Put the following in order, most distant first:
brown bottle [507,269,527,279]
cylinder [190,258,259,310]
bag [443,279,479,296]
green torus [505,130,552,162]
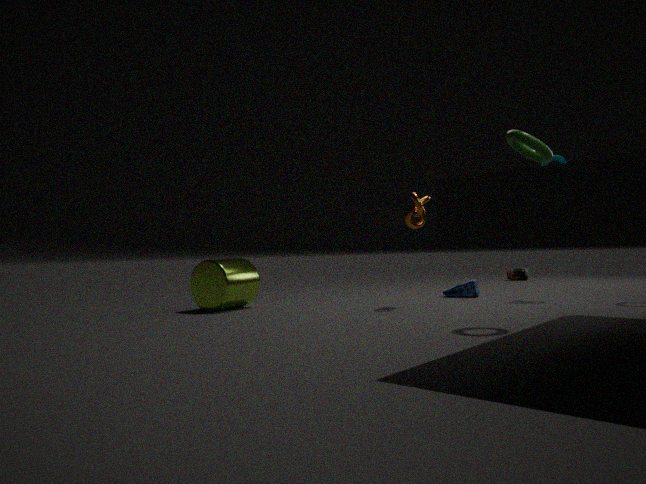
brown bottle [507,269,527,279], bag [443,279,479,296], cylinder [190,258,259,310], green torus [505,130,552,162]
